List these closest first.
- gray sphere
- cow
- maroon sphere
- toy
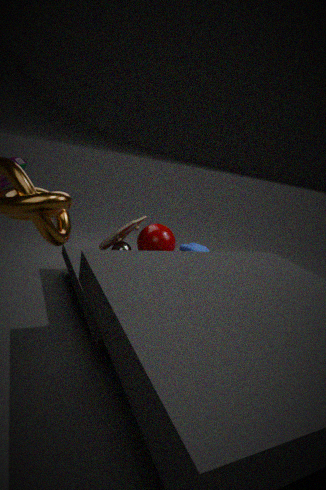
toy
gray sphere
maroon sphere
cow
